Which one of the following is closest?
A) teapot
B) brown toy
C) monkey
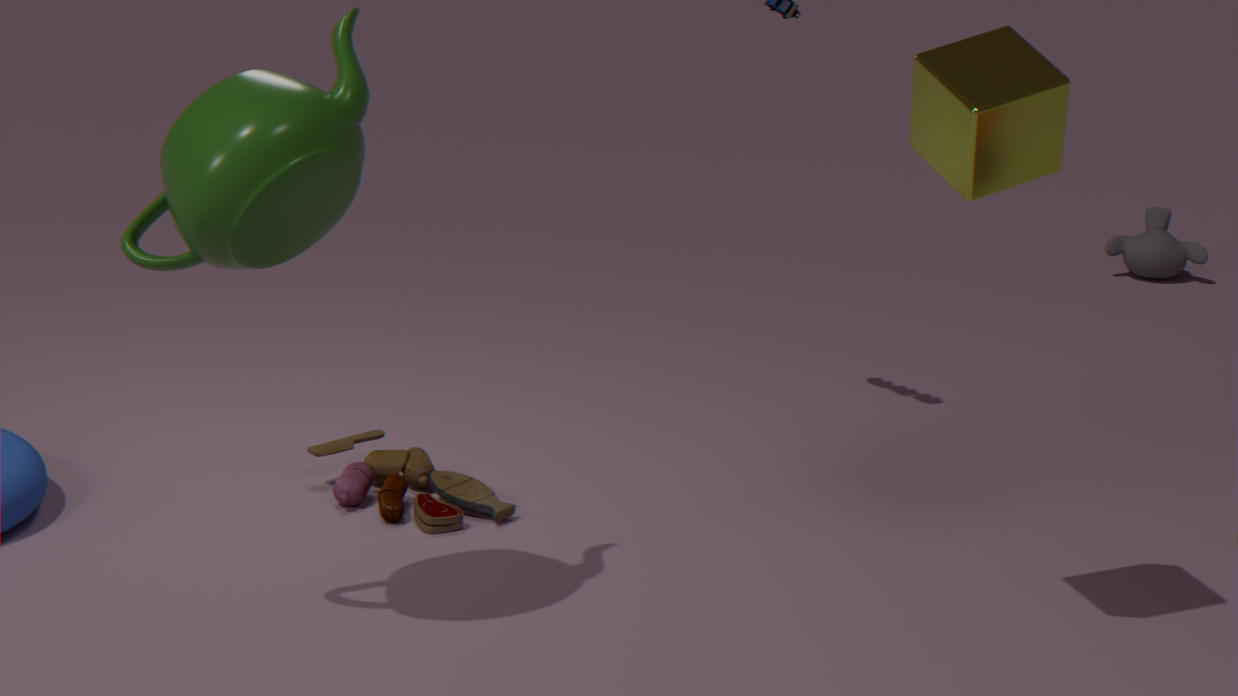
teapot
